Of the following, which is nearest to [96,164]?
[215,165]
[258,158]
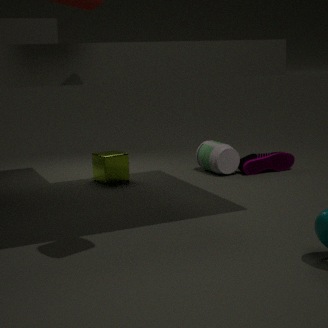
[215,165]
